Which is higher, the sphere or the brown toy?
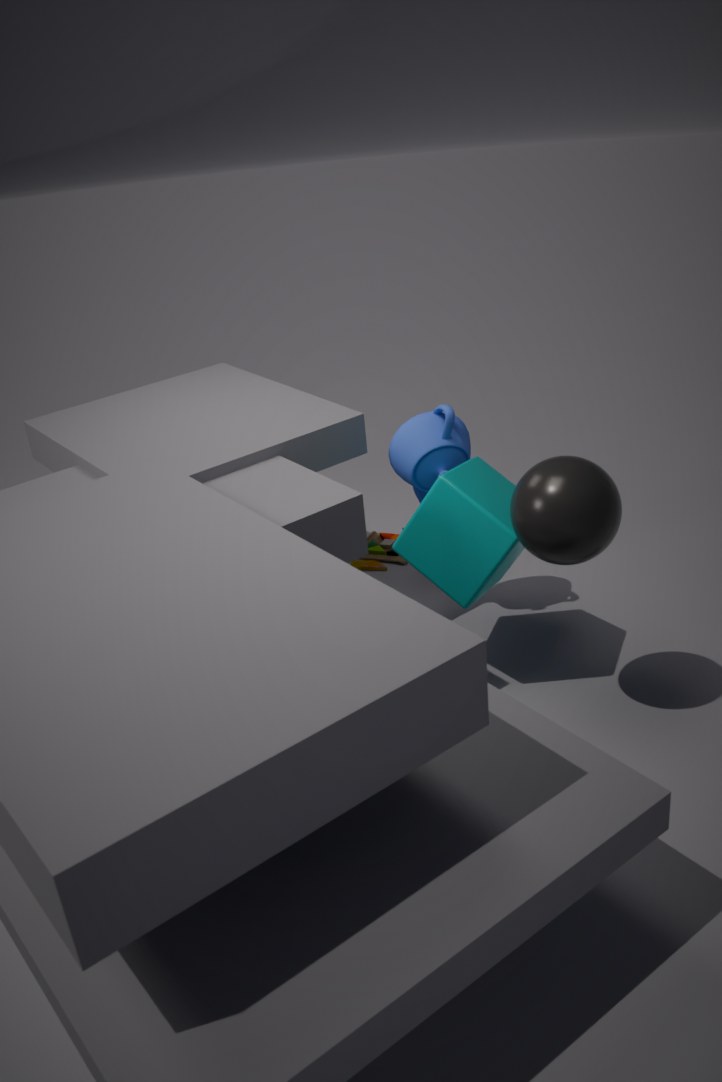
the sphere
